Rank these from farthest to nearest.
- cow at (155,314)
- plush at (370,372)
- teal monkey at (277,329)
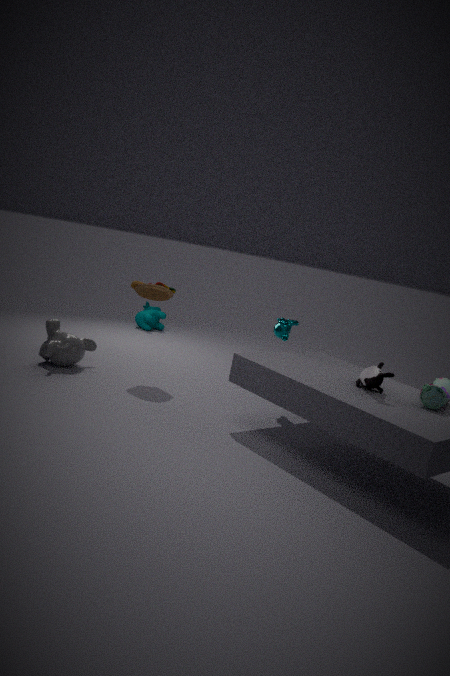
1. cow at (155,314)
2. teal monkey at (277,329)
3. plush at (370,372)
